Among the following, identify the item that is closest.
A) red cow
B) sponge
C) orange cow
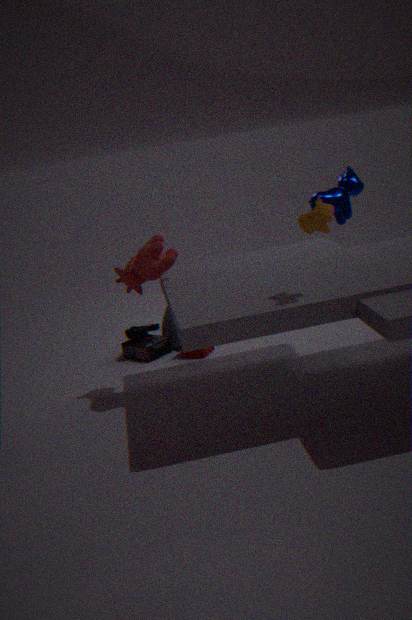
orange cow
